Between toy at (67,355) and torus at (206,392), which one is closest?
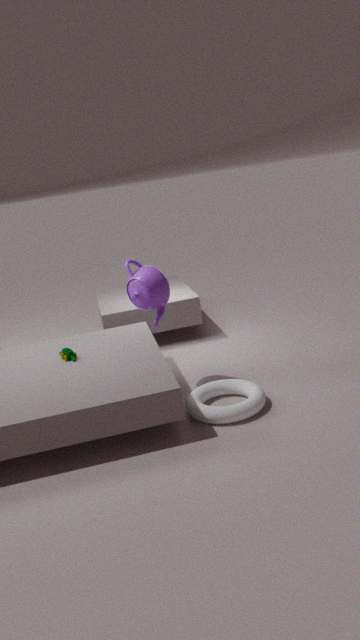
torus at (206,392)
